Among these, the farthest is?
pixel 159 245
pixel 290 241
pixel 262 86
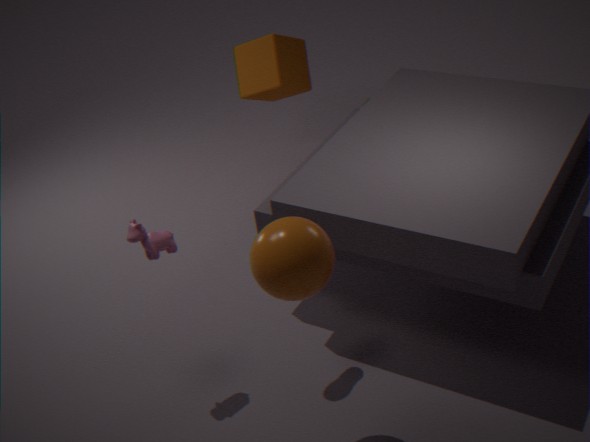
pixel 262 86
